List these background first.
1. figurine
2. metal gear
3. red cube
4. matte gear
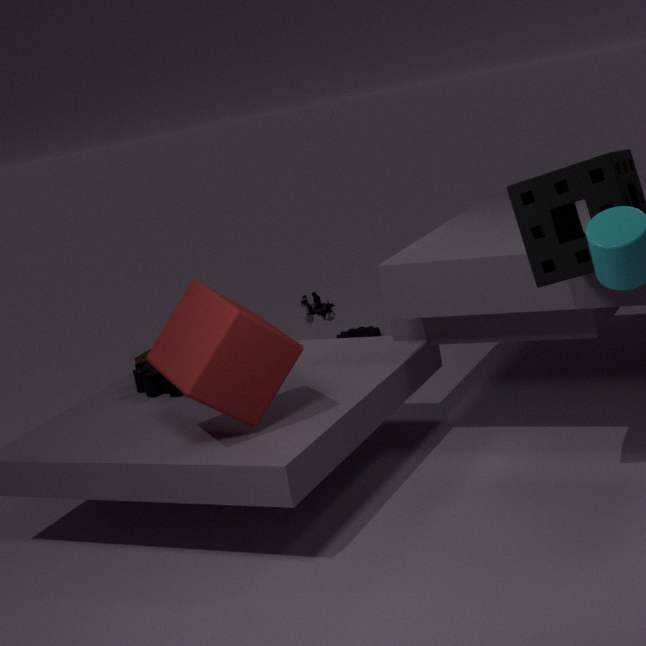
matte gear → figurine → metal gear → red cube
